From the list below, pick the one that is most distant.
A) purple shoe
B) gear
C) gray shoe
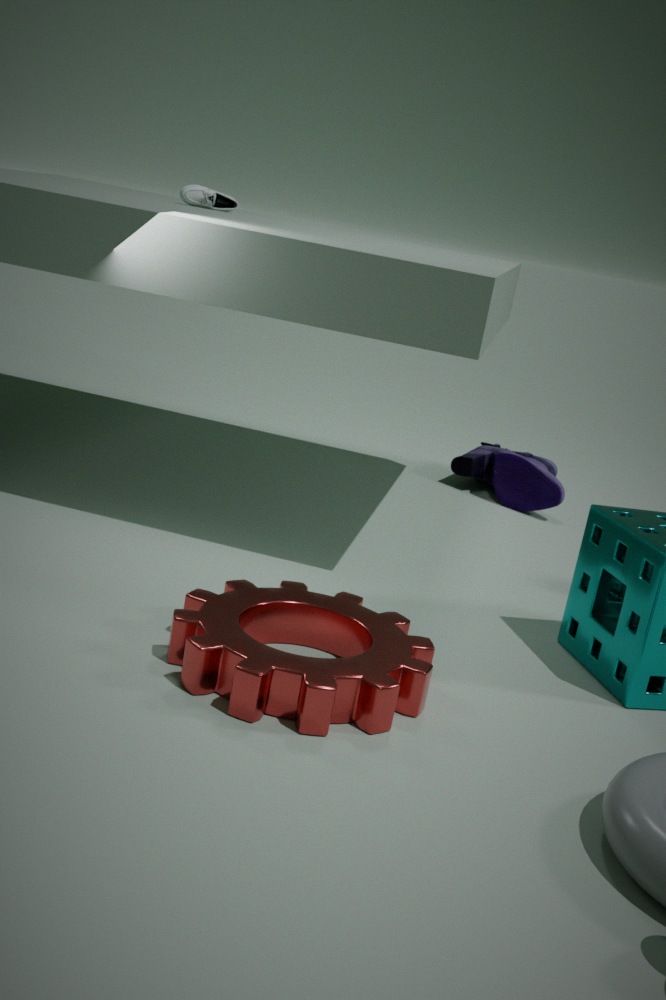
purple shoe
